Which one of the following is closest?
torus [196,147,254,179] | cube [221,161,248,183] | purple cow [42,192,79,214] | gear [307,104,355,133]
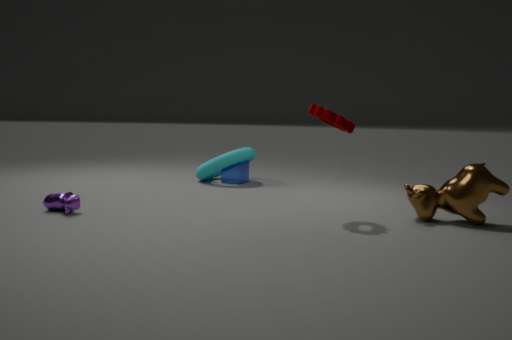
gear [307,104,355,133]
